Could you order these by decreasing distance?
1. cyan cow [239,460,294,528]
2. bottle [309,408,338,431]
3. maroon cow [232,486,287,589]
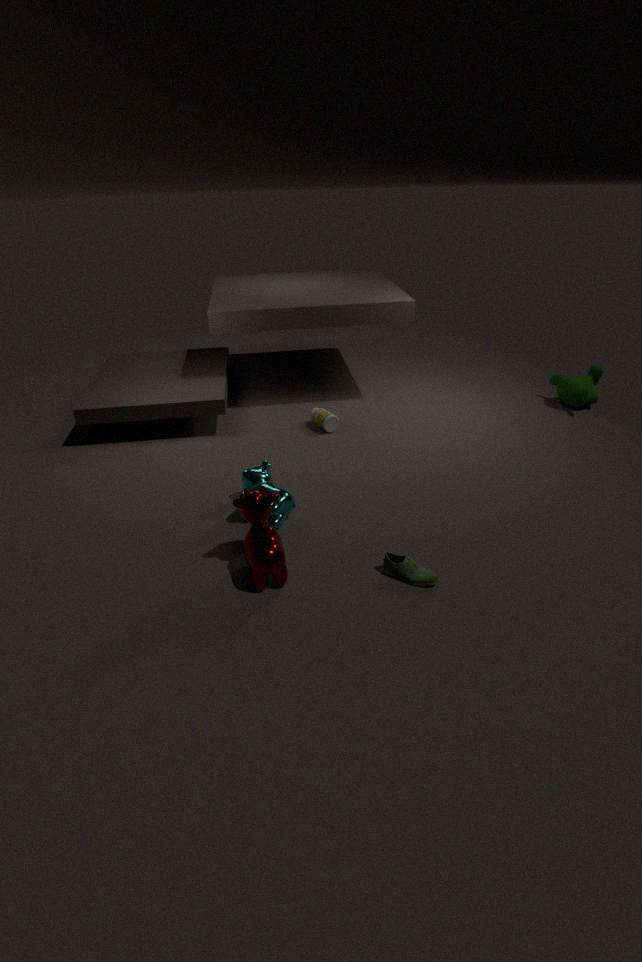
1. bottle [309,408,338,431]
2. cyan cow [239,460,294,528]
3. maroon cow [232,486,287,589]
